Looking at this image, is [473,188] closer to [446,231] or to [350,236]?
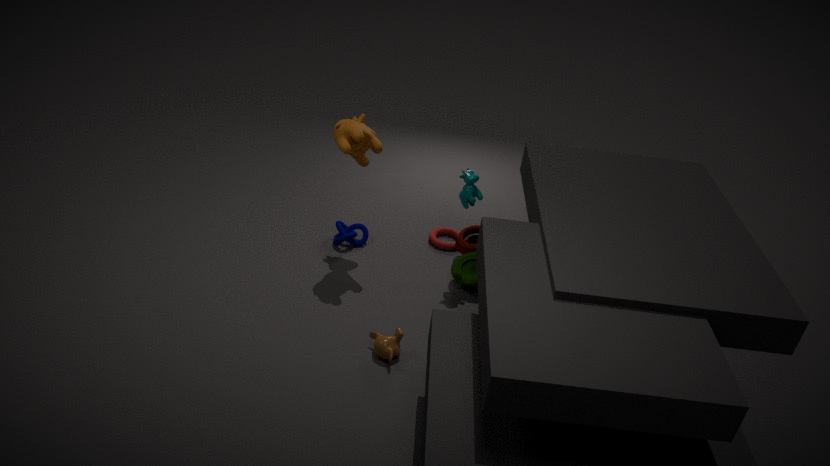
[446,231]
